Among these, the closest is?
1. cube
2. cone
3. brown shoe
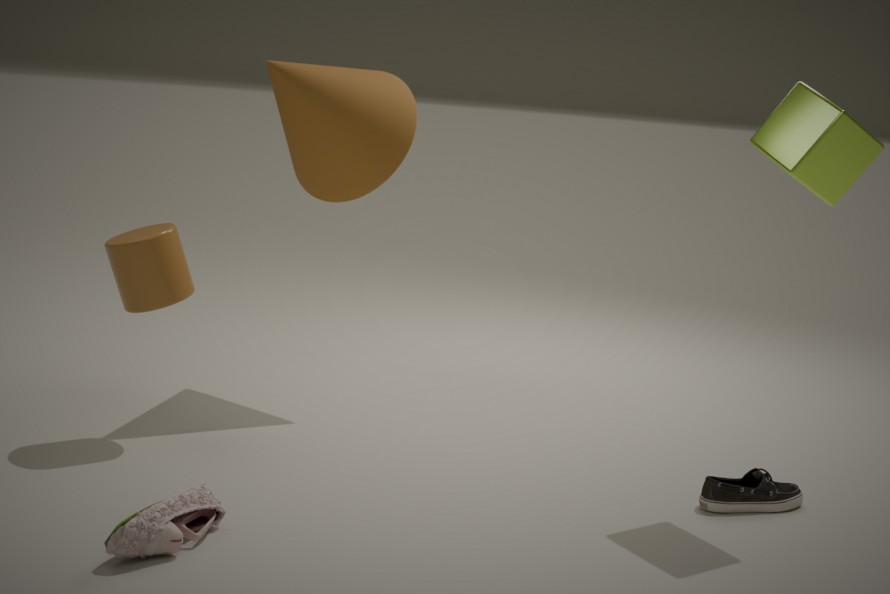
brown shoe
